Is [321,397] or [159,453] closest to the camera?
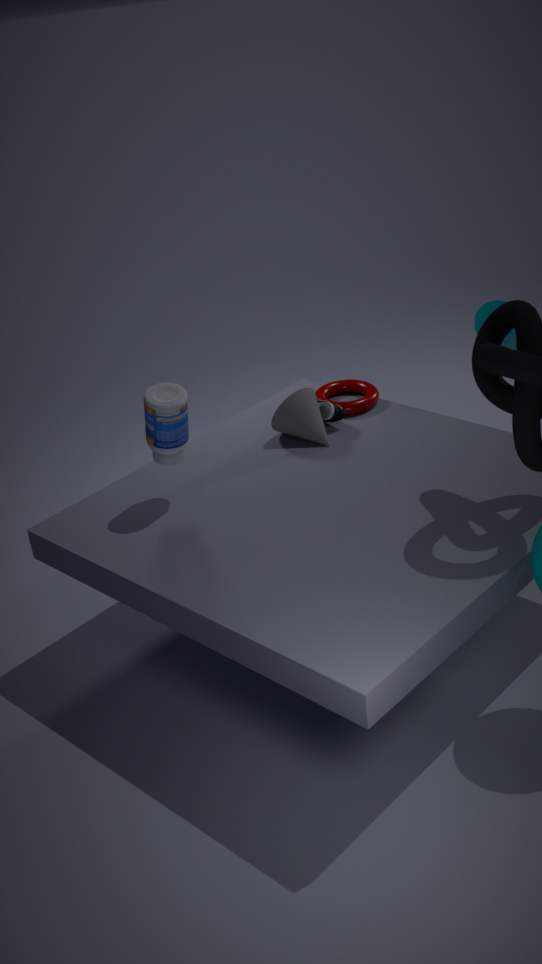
[159,453]
